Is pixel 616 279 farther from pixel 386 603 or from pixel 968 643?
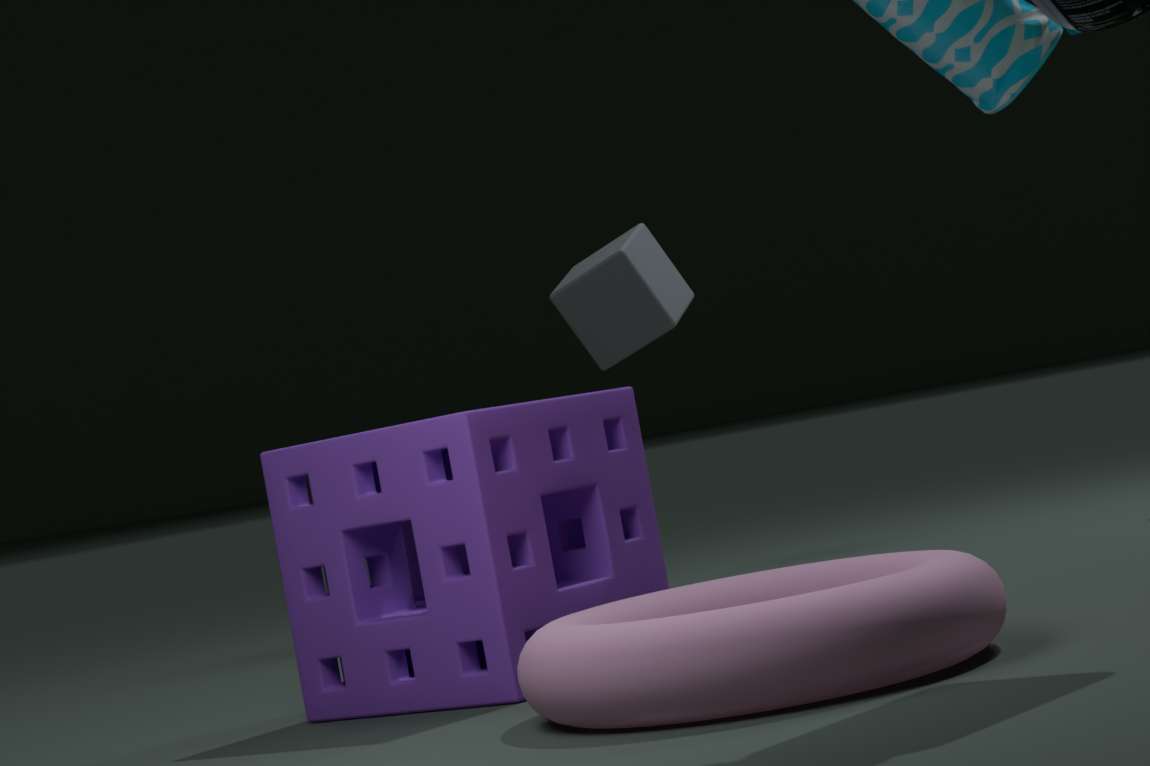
pixel 968 643
